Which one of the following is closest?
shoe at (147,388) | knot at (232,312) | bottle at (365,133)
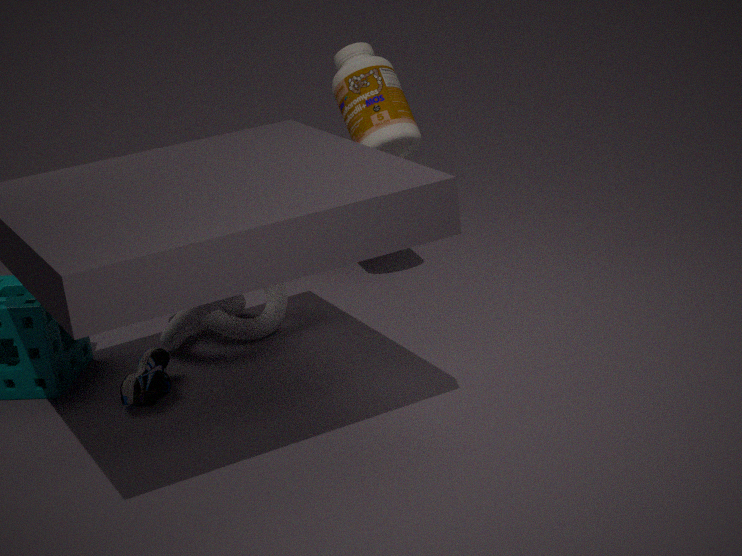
shoe at (147,388)
